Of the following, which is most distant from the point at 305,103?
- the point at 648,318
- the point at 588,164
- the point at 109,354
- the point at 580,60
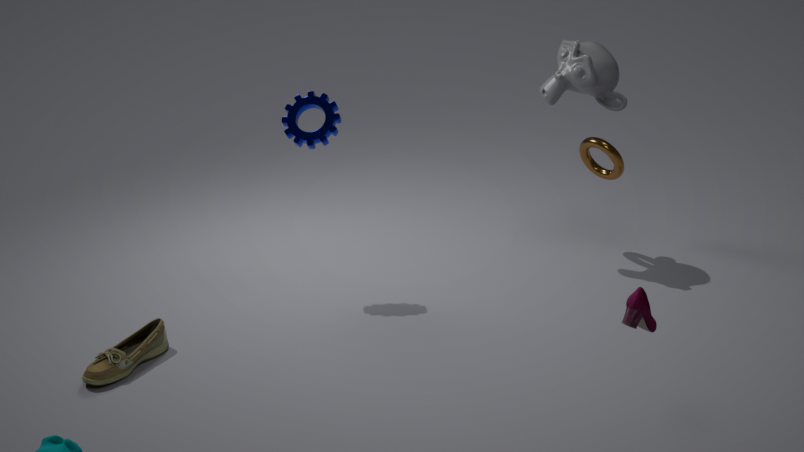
the point at 648,318
